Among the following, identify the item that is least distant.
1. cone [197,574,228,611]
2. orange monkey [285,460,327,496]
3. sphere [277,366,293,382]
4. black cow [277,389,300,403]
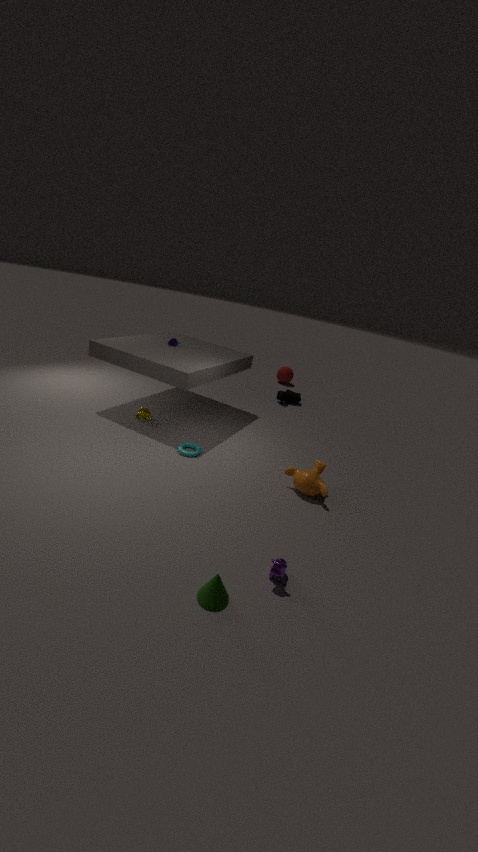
cone [197,574,228,611]
